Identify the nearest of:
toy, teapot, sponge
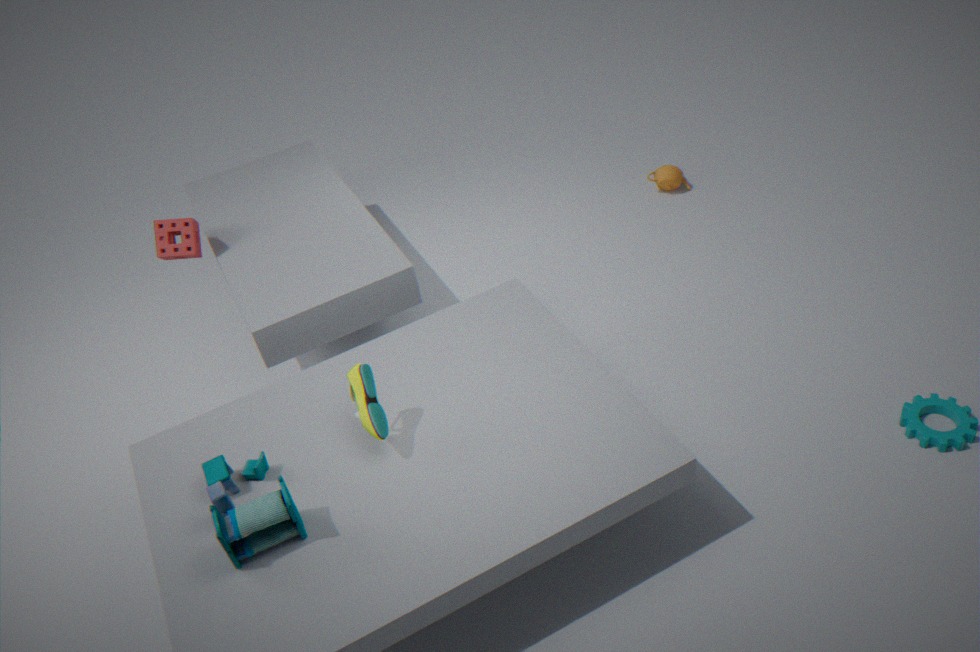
toy
